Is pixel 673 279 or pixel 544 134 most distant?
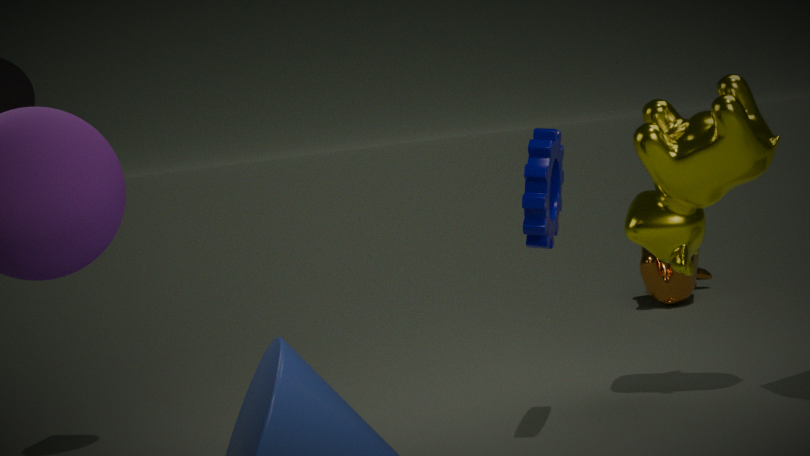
pixel 673 279
